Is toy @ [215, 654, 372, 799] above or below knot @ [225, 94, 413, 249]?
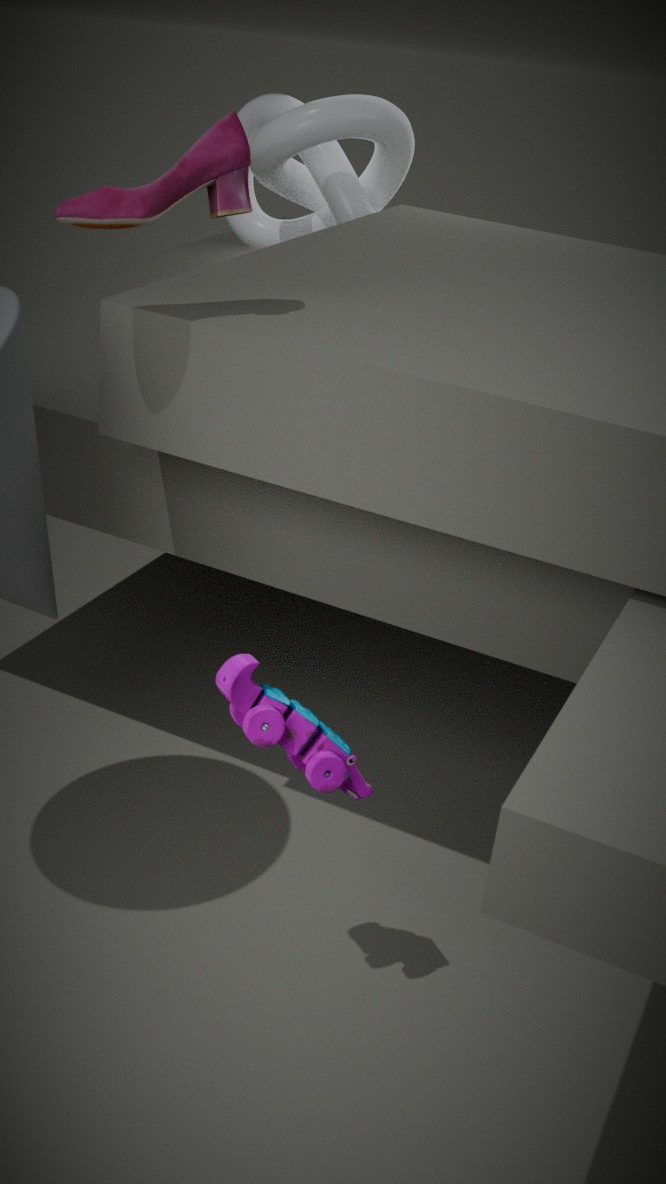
below
